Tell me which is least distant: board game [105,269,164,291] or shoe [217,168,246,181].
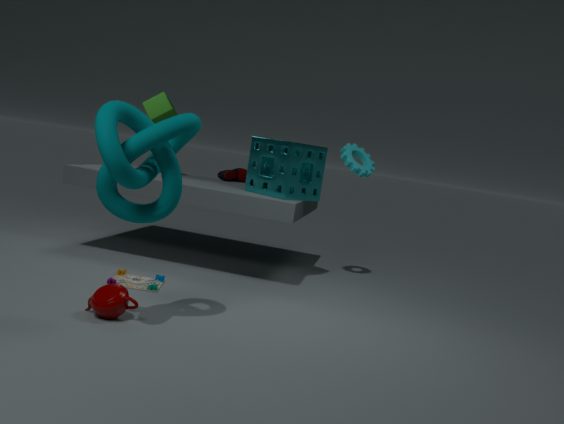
board game [105,269,164,291]
